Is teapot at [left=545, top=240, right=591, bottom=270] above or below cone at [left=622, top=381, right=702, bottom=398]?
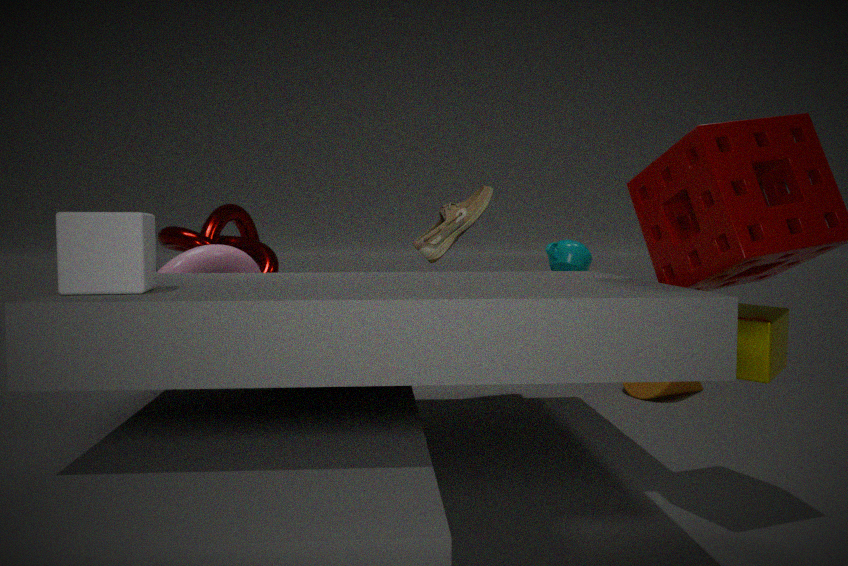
A: above
